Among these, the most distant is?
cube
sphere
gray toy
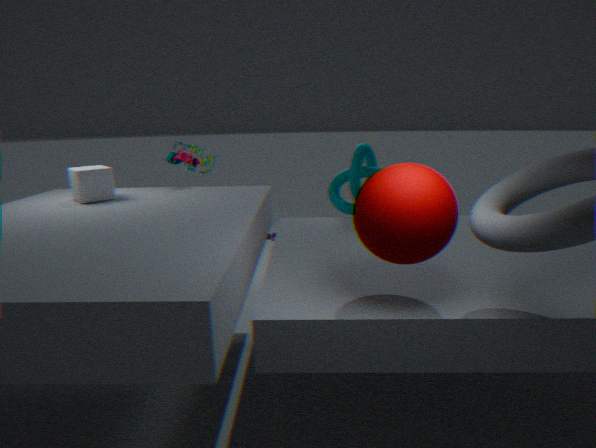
gray toy
